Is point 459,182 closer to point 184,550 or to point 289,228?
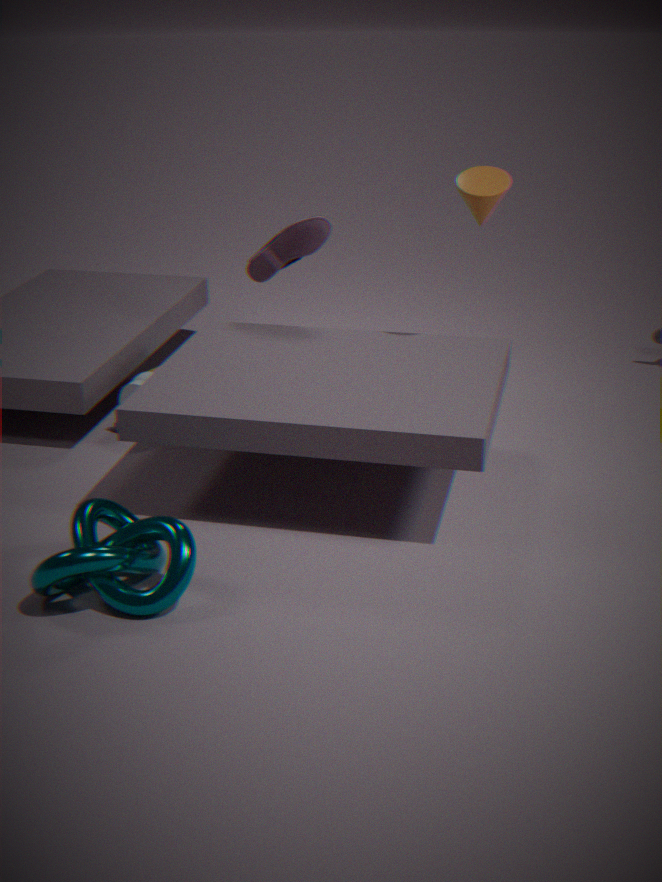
point 289,228
